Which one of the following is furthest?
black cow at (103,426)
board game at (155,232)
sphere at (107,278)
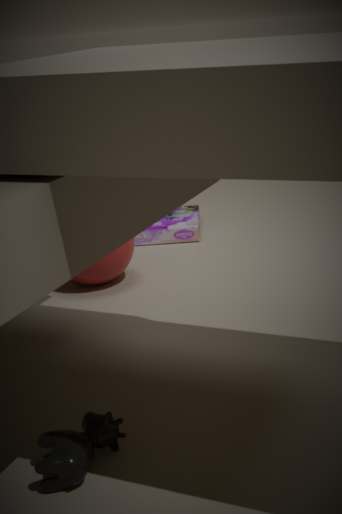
board game at (155,232)
